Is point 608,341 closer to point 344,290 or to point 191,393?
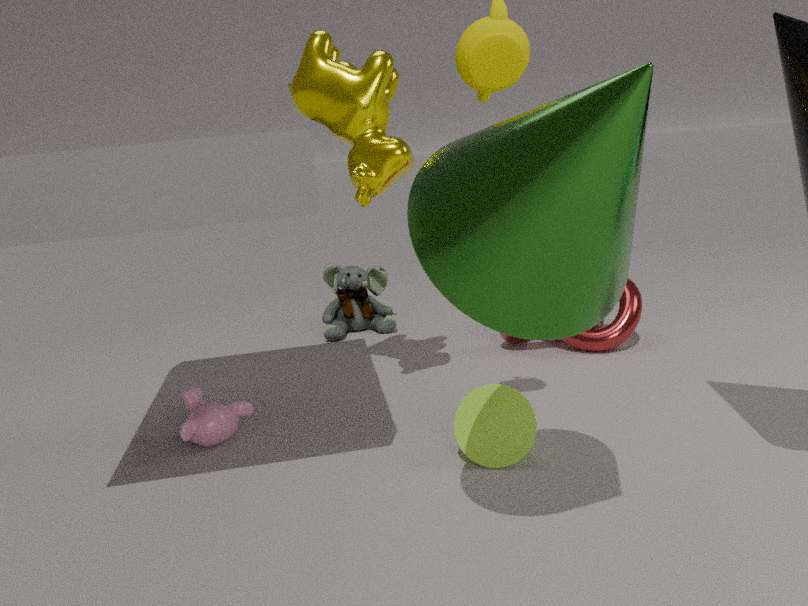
point 344,290
